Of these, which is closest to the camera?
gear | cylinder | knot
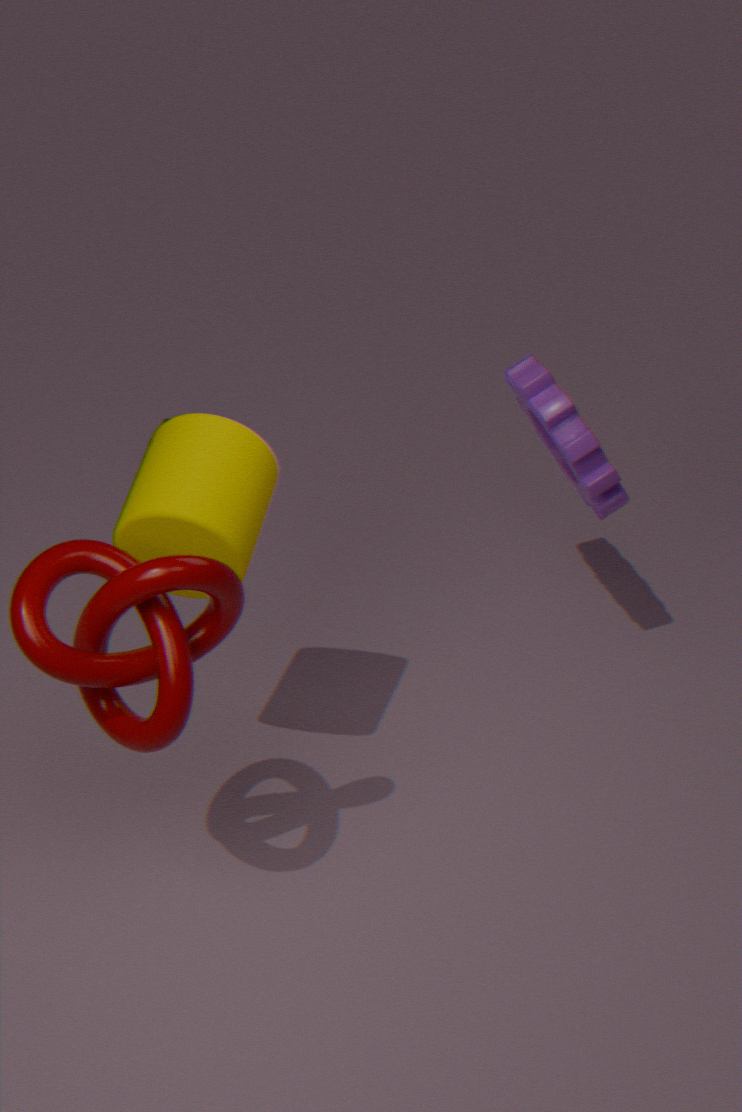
knot
